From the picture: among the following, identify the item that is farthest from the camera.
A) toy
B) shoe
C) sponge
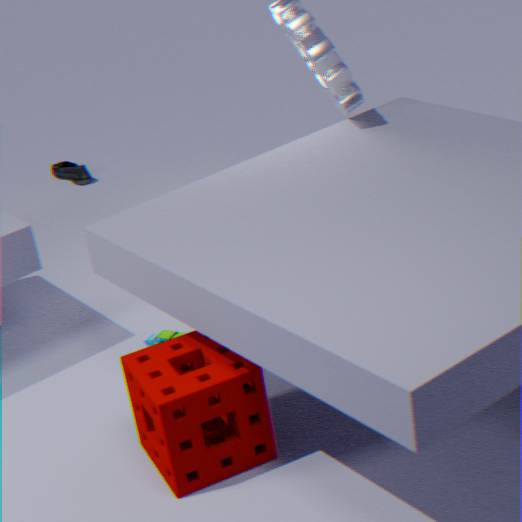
shoe
